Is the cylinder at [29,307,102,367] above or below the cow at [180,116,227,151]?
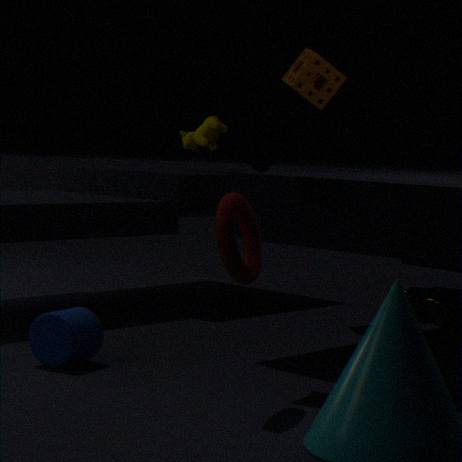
below
